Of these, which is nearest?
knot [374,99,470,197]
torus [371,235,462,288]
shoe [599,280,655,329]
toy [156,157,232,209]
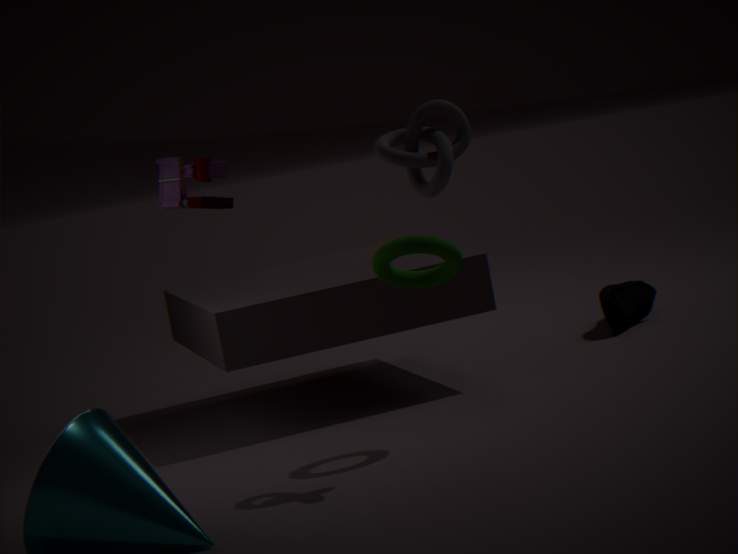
knot [374,99,470,197]
